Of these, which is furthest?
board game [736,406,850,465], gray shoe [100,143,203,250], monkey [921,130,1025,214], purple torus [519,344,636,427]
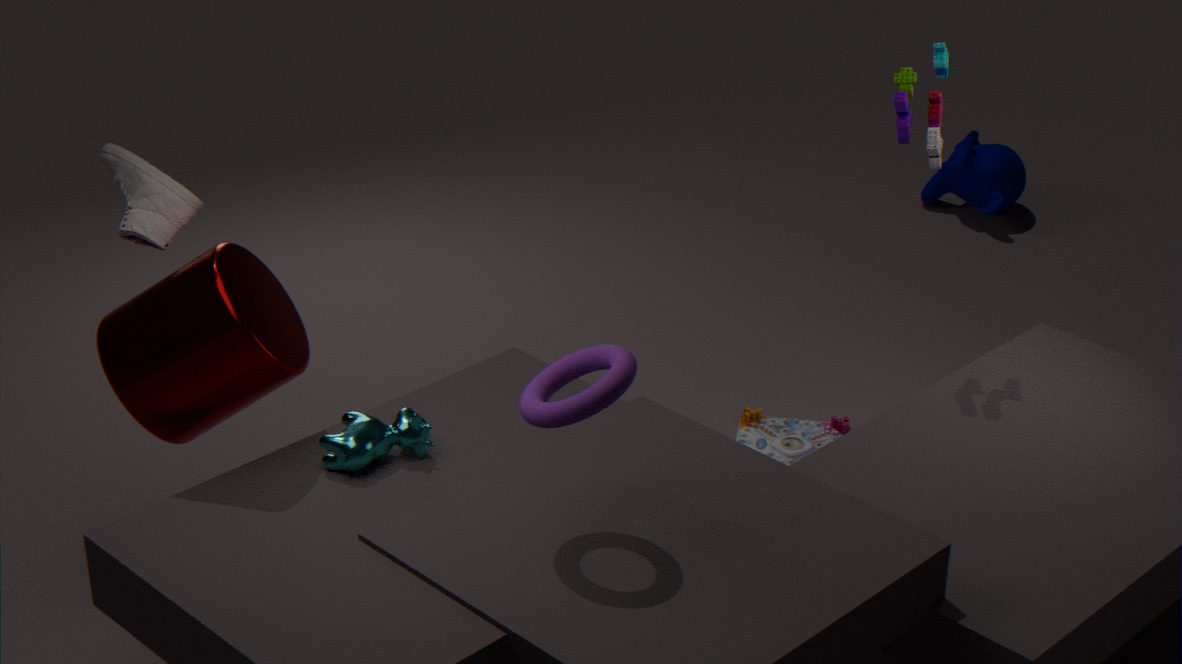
monkey [921,130,1025,214]
